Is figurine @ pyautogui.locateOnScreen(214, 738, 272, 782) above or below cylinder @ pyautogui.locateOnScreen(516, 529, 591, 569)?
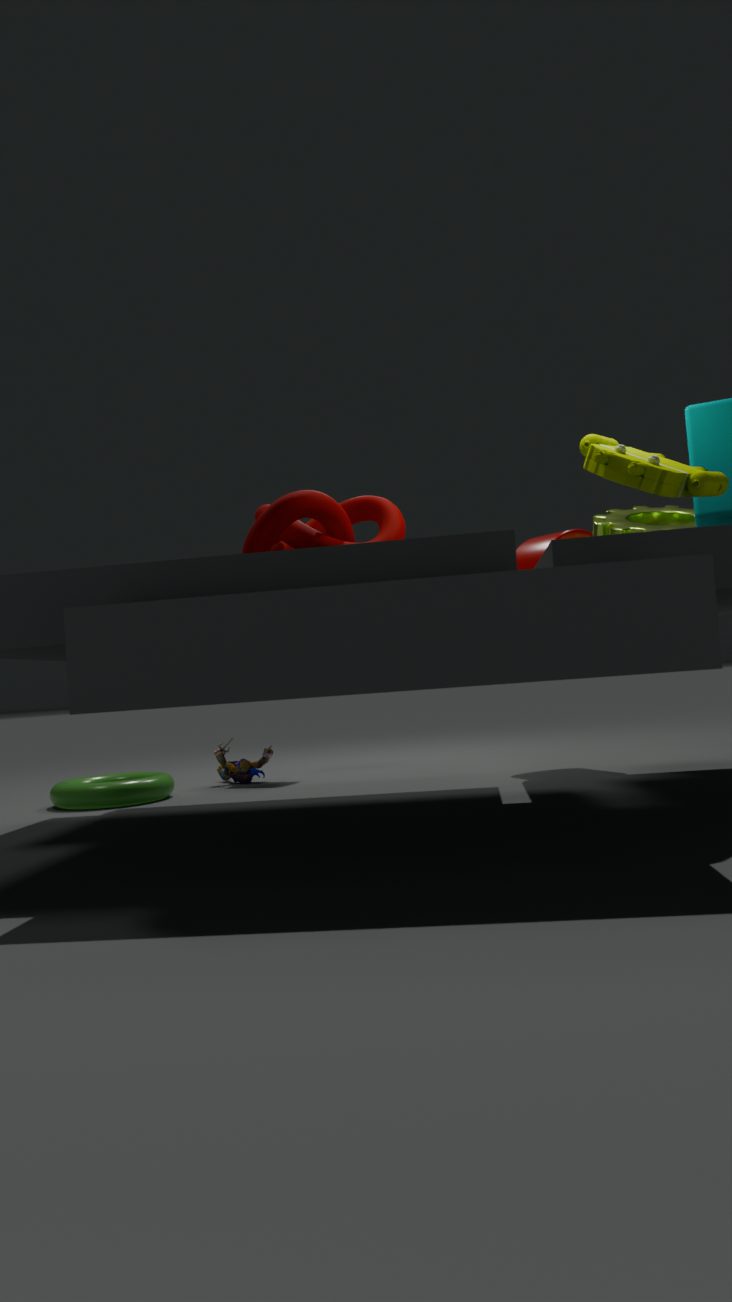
Answer: below
